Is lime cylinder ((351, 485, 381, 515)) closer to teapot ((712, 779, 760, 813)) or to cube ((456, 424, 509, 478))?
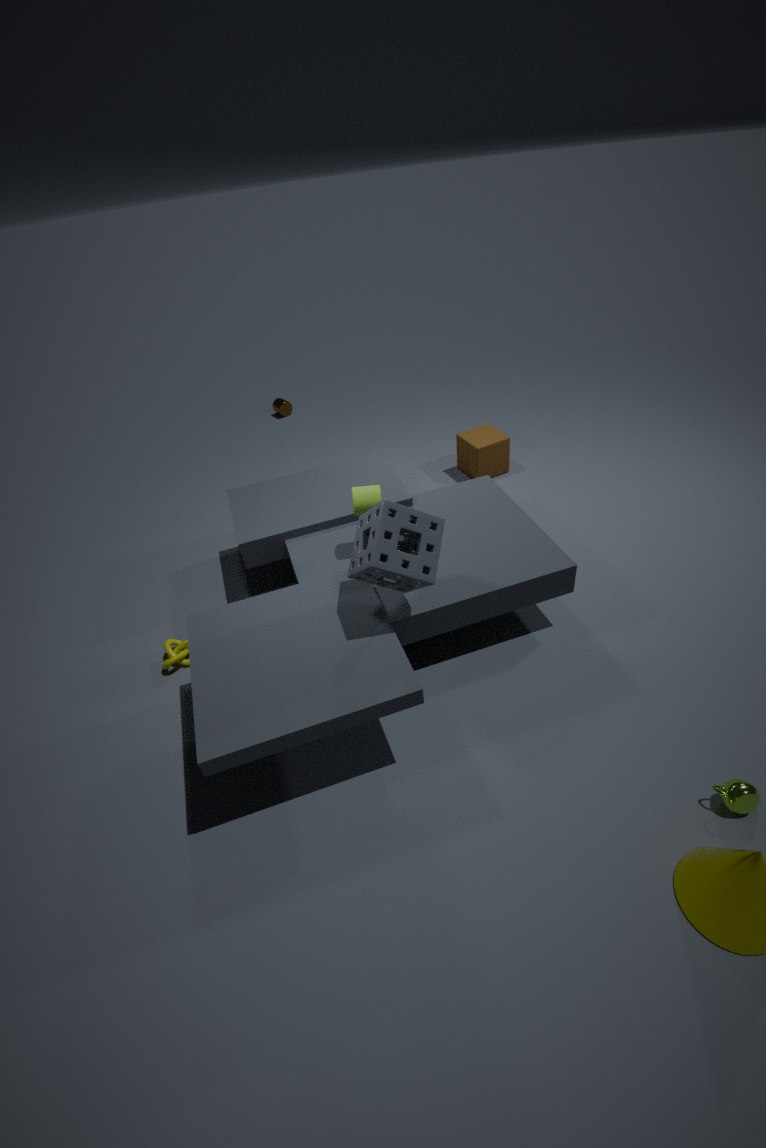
cube ((456, 424, 509, 478))
